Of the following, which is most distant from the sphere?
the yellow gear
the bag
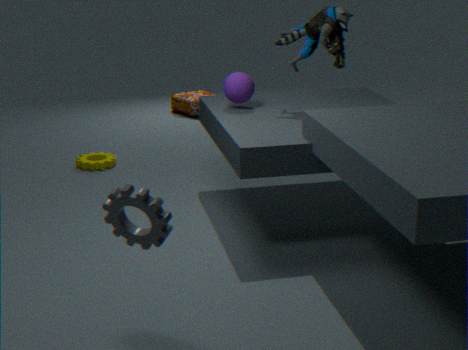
the bag
